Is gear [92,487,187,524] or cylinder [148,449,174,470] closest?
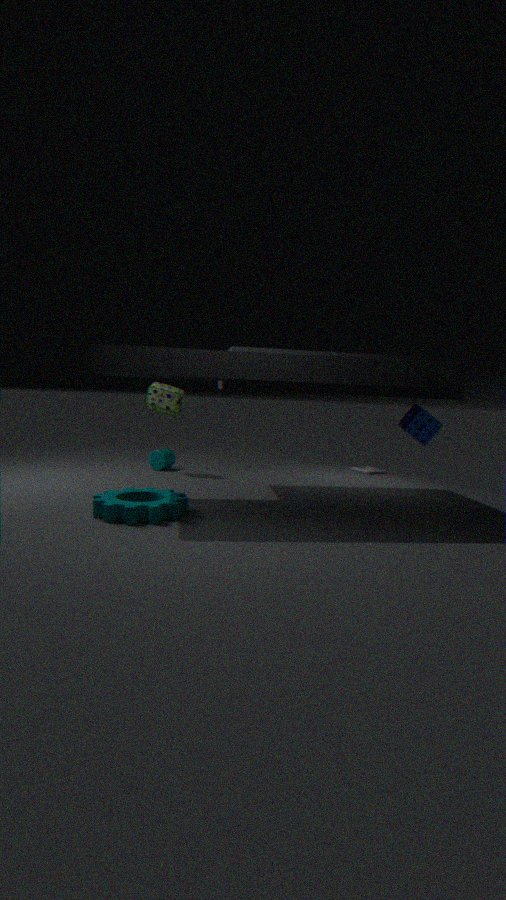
gear [92,487,187,524]
